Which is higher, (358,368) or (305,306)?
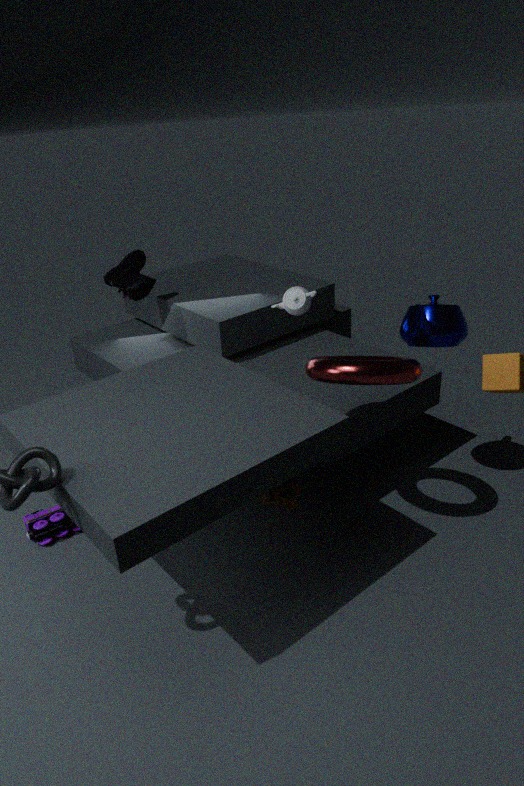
(305,306)
